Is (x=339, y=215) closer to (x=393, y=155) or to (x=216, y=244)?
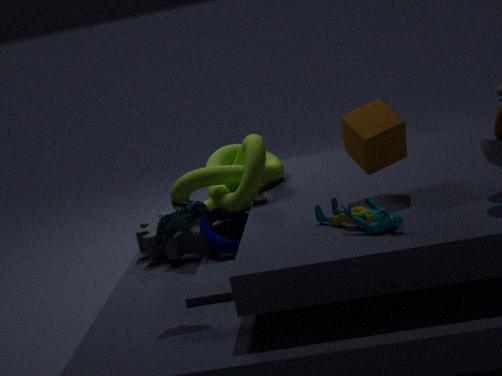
(x=393, y=155)
